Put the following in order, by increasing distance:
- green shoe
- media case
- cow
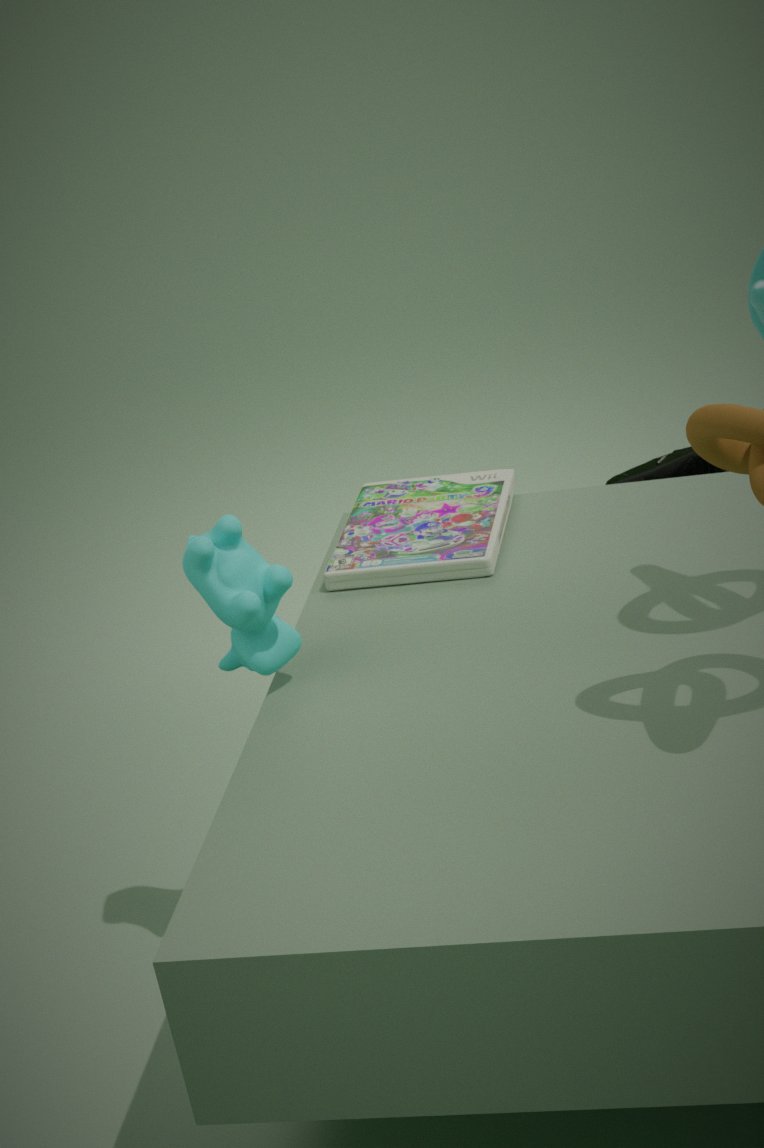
cow < media case < green shoe
